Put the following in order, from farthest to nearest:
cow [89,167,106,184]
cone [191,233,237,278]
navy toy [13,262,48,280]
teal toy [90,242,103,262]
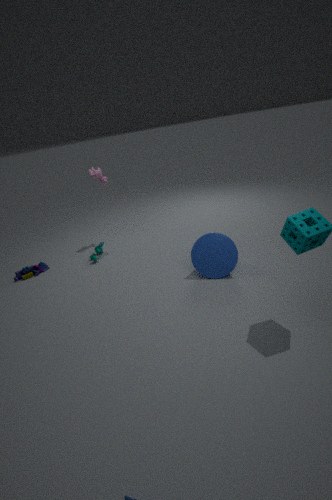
1. cow [89,167,106,184]
2. teal toy [90,242,103,262]
3. navy toy [13,262,48,280]
4. cone [191,233,237,278]
